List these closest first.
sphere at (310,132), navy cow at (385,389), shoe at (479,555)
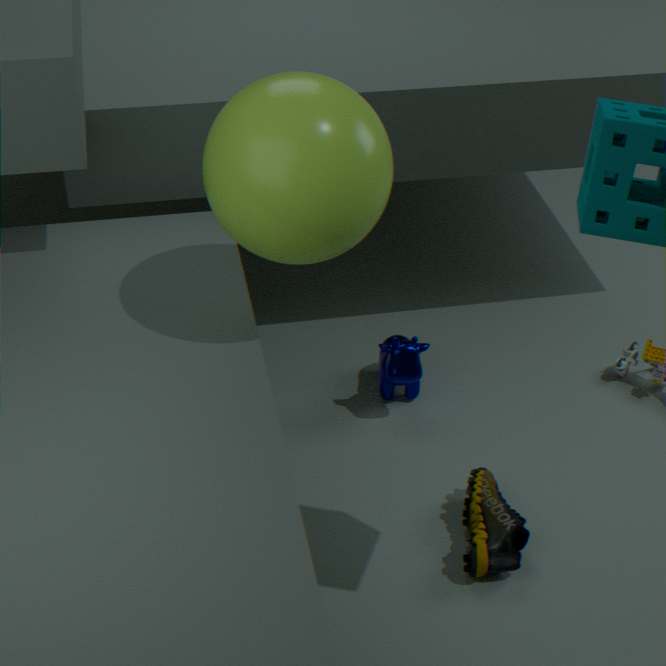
sphere at (310,132) → shoe at (479,555) → navy cow at (385,389)
